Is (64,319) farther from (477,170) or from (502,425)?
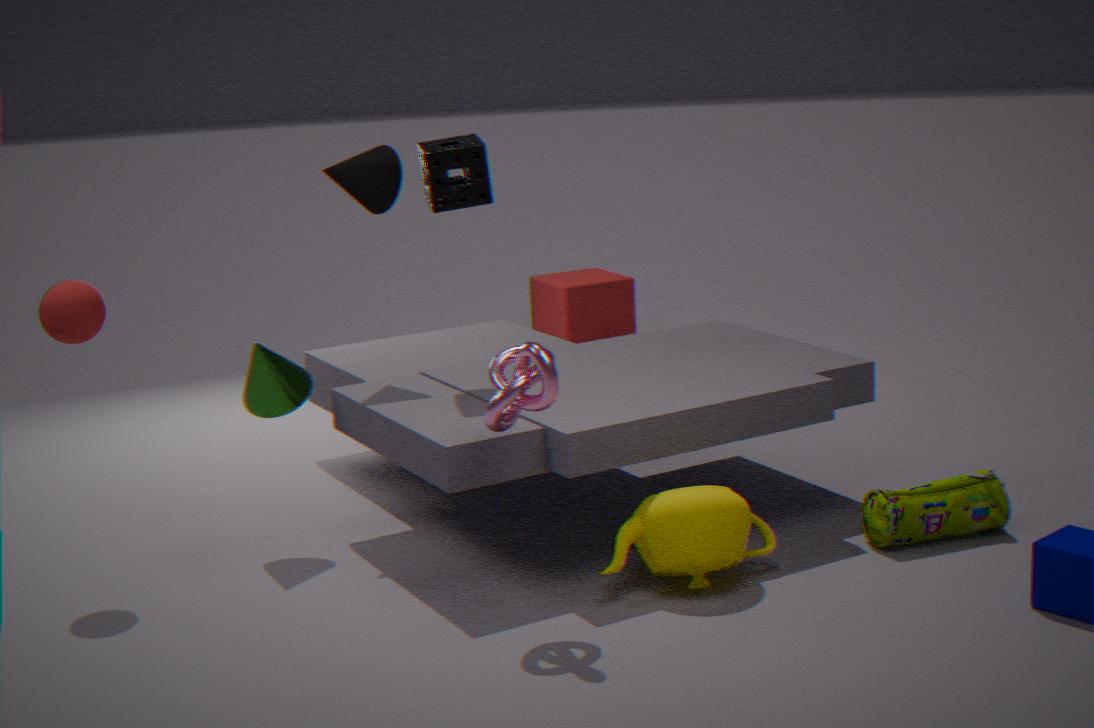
(502,425)
